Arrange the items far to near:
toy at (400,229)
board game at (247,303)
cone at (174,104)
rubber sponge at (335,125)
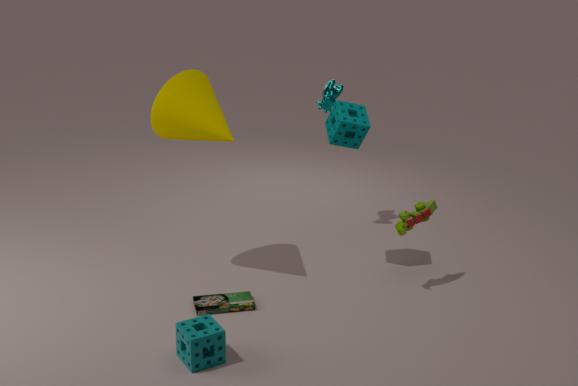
1. rubber sponge at (335,125)
2. toy at (400,229)
3. cone at (174,104)
4. board game at (247,303)
